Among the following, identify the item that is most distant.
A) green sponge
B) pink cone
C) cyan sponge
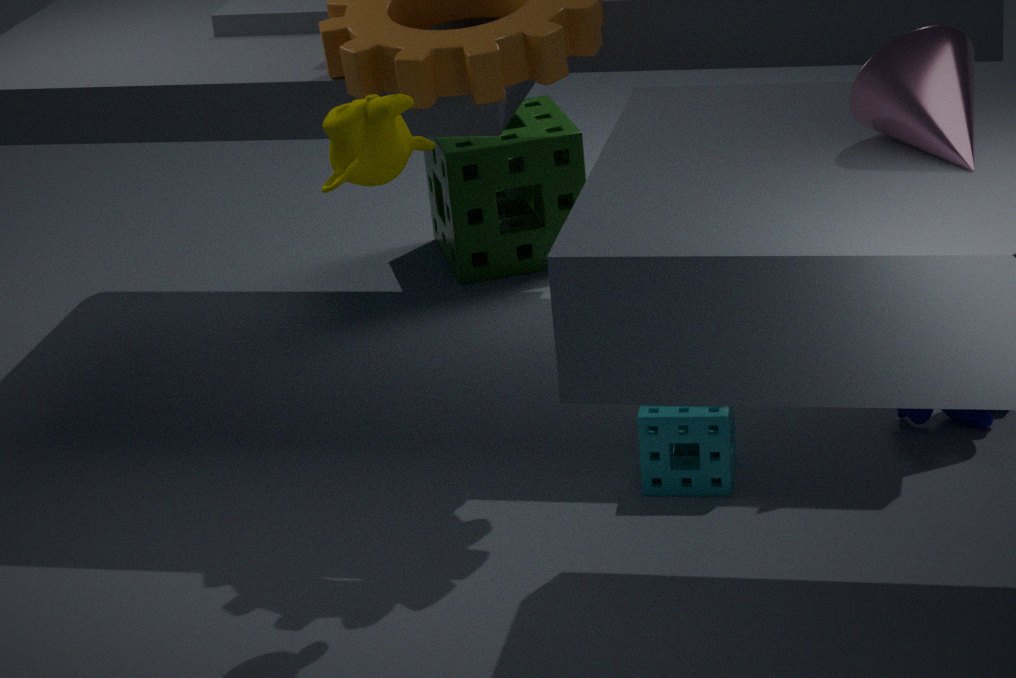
green sponge
